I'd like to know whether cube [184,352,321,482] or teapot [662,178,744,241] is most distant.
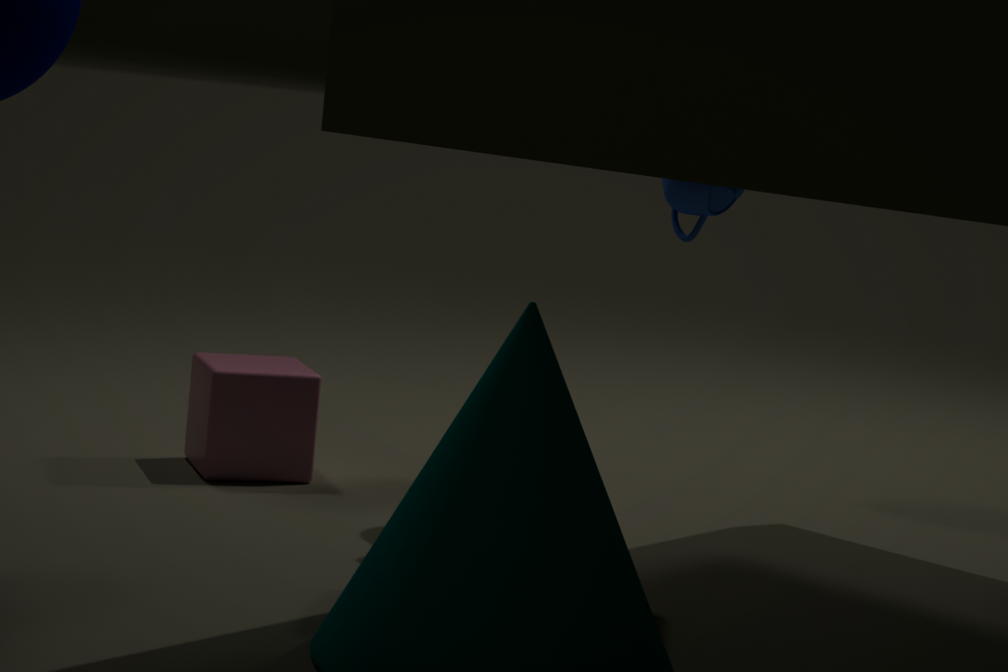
teapot [662,178,744,241]
